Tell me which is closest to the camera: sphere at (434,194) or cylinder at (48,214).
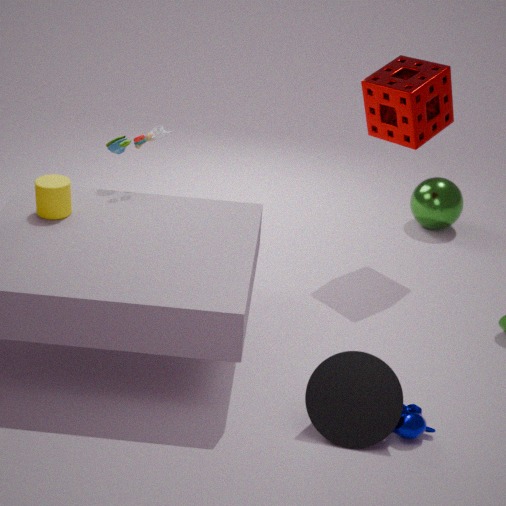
cylinder at (48,214)
